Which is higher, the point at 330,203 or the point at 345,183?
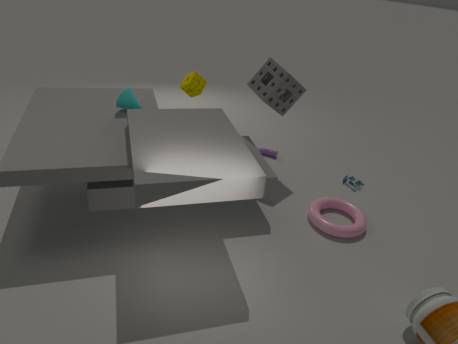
the point at 330,203
